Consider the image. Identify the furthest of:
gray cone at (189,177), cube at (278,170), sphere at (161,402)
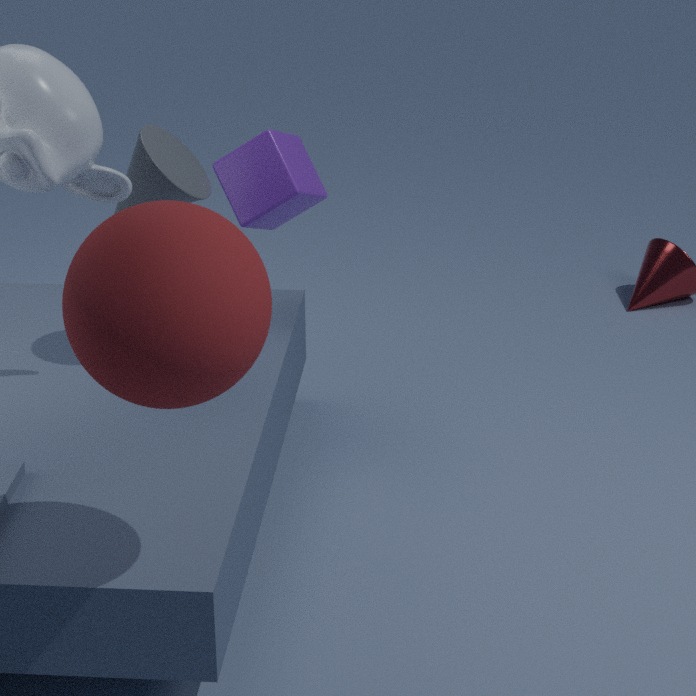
cube at (278,170)
